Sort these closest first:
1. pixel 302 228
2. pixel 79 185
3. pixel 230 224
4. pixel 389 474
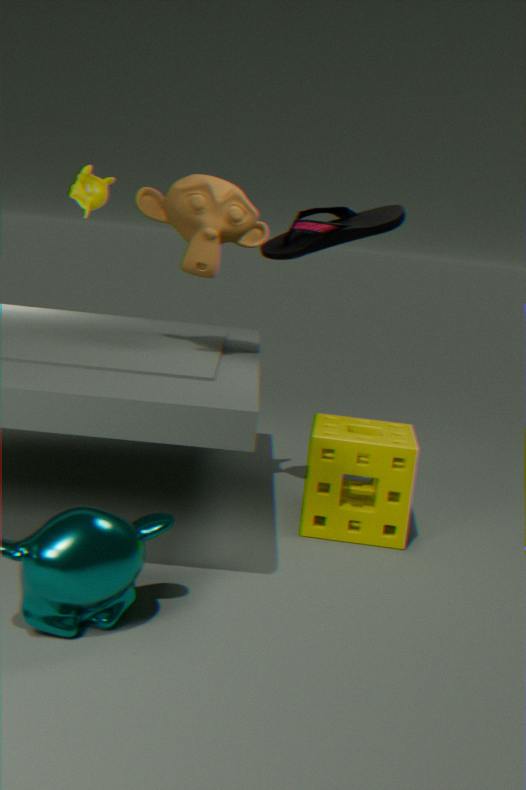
pixel 389 474, pixel 302 228, pixel 230 224, pixel 79 185
